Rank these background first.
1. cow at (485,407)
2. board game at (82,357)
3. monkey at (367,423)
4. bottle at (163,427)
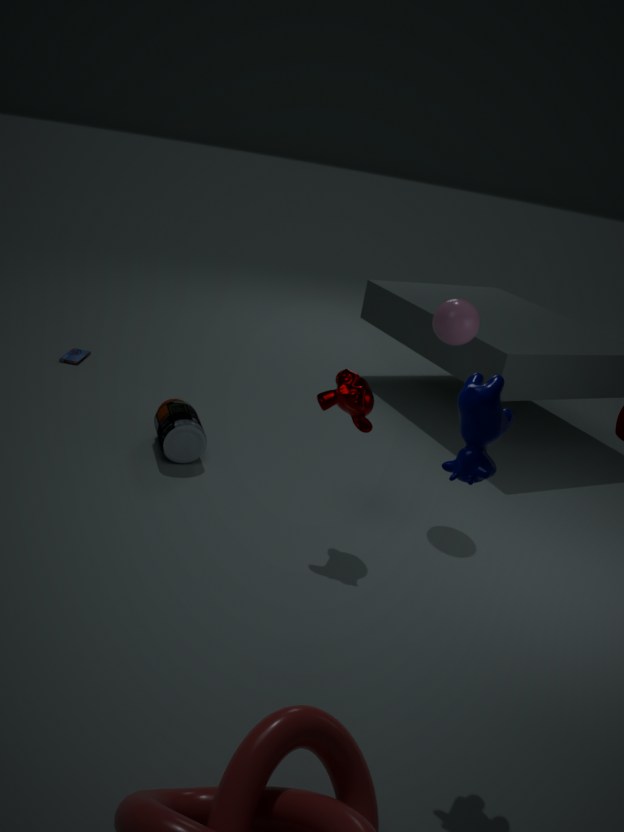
board game at (82,357), bottle at (163,427), monkey at (367,423), cow at (485,407)
